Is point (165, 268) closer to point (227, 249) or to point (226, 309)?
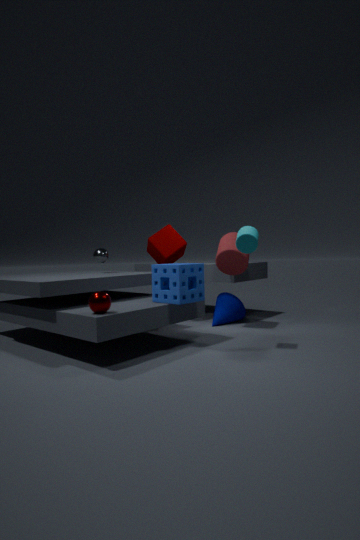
point (227, 249)
